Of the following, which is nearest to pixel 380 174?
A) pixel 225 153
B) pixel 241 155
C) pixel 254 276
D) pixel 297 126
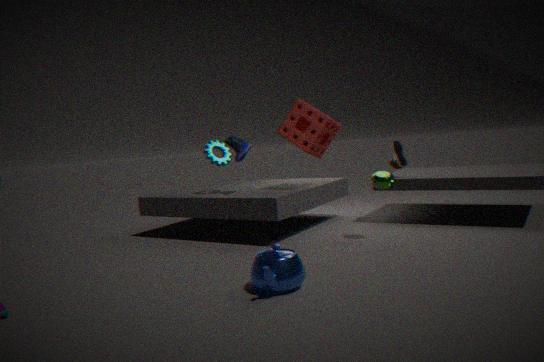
pixel 297 126
